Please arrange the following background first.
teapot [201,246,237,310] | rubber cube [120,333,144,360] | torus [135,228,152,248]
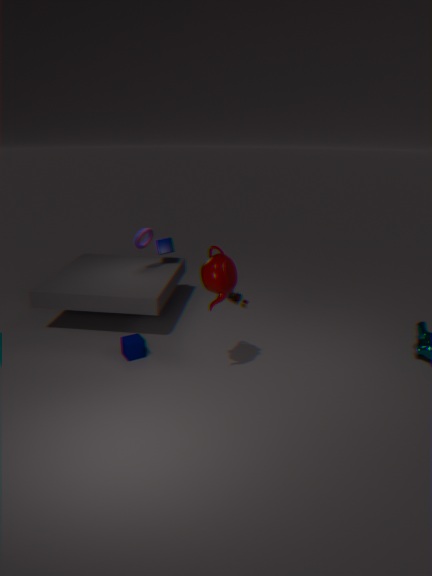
torus [135,228,152,248] → rubber cube [120,333,144,360] → teapot [201,246,237,310]
